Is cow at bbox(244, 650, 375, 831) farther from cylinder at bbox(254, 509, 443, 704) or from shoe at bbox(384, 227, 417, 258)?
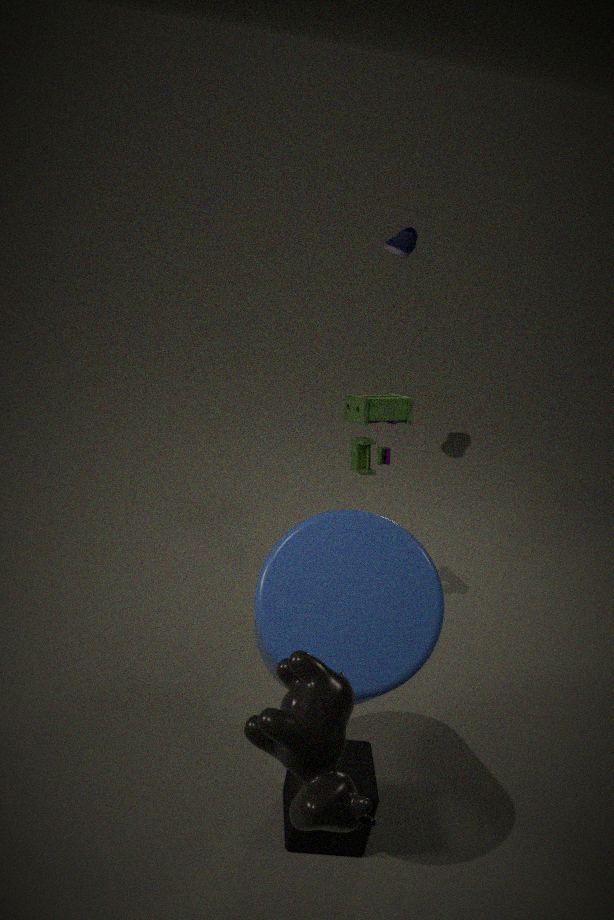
shoe at bbox(384, 227, 417, 258)
